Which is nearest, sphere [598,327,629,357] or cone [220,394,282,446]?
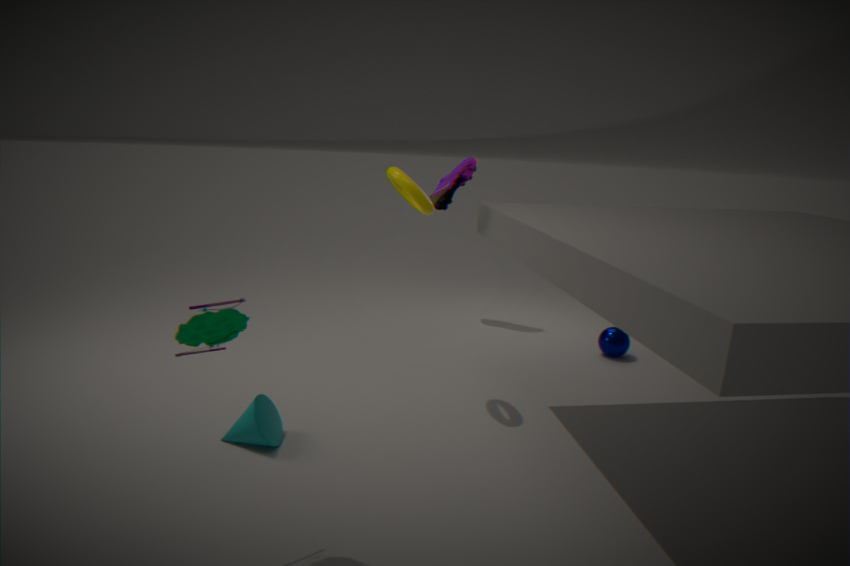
cone [220,394,282,446]
